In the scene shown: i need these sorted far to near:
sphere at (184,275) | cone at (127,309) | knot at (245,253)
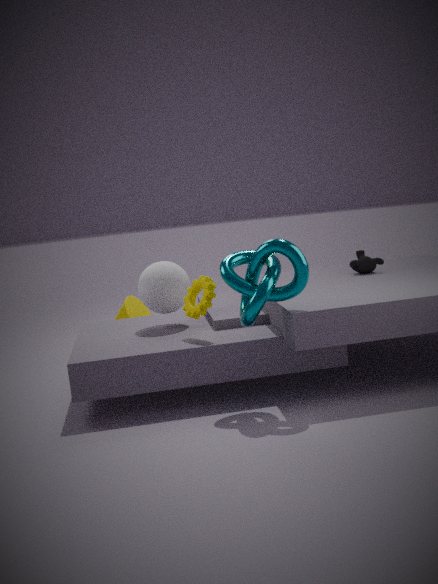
cone at (127,309) → sphere at (184,275) → knot at (245,253)
